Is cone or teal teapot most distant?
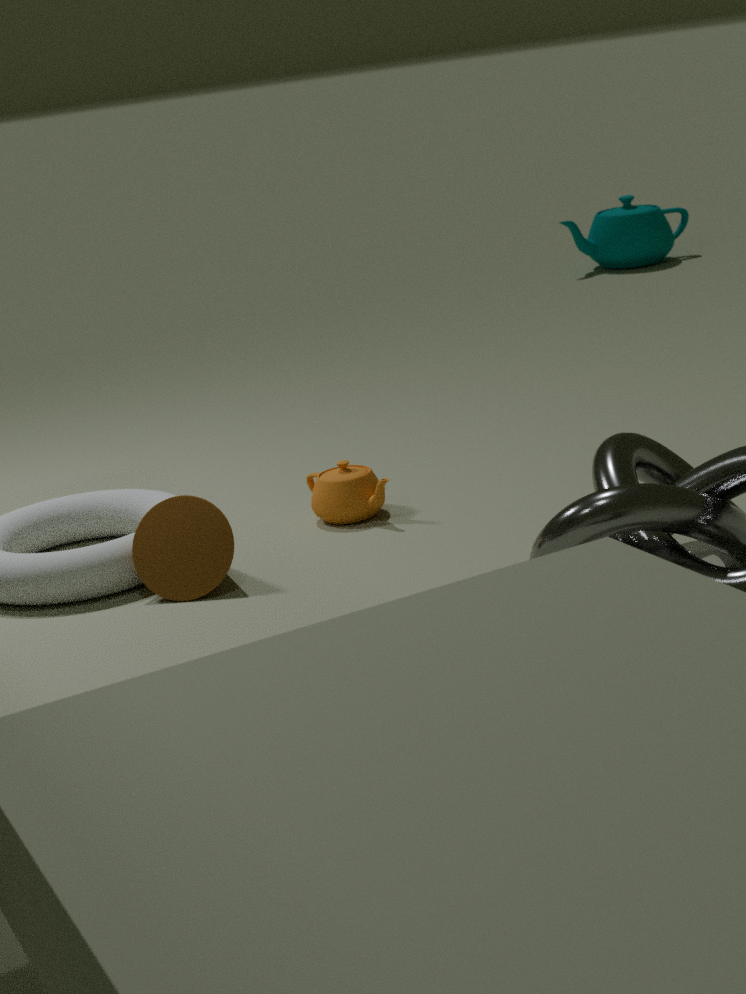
teal teapot
